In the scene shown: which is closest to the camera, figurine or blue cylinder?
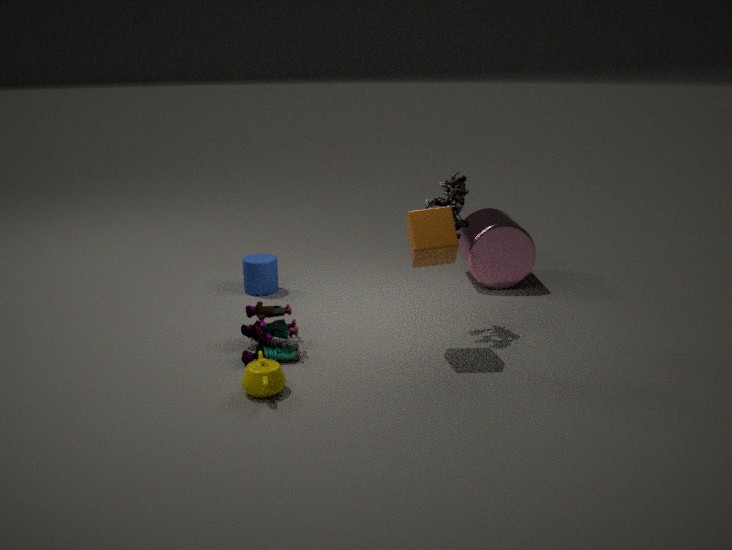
figurine
